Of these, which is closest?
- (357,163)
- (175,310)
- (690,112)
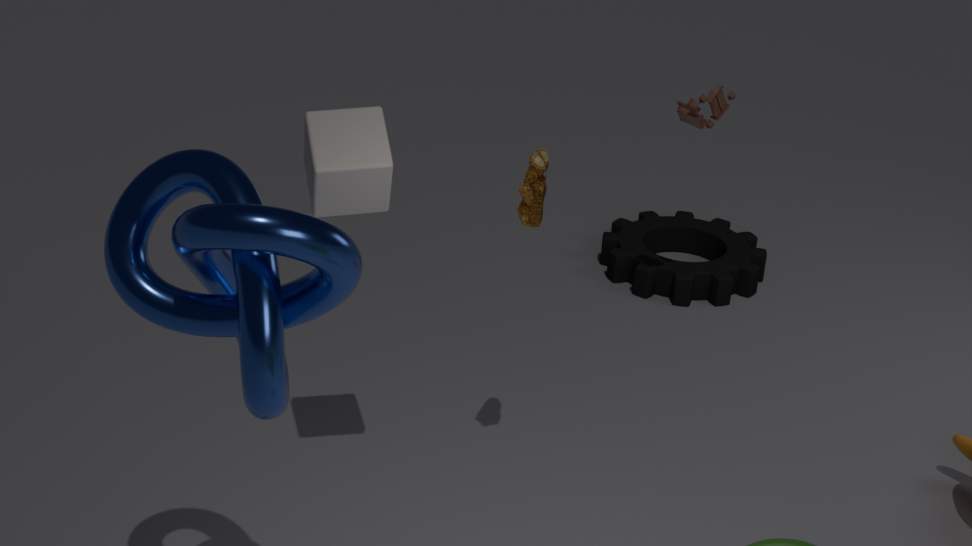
(175,310)
